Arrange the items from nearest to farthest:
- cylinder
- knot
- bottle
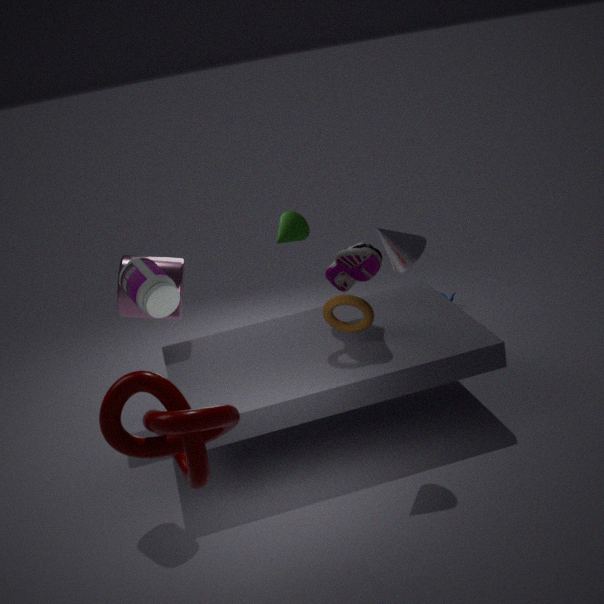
knot < bottle < cylinder
